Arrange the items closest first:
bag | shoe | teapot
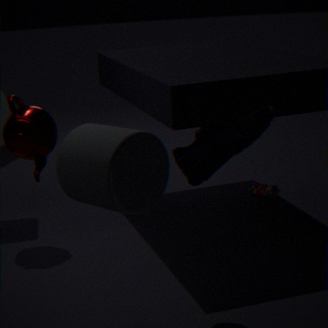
shoe < teapot < bag
